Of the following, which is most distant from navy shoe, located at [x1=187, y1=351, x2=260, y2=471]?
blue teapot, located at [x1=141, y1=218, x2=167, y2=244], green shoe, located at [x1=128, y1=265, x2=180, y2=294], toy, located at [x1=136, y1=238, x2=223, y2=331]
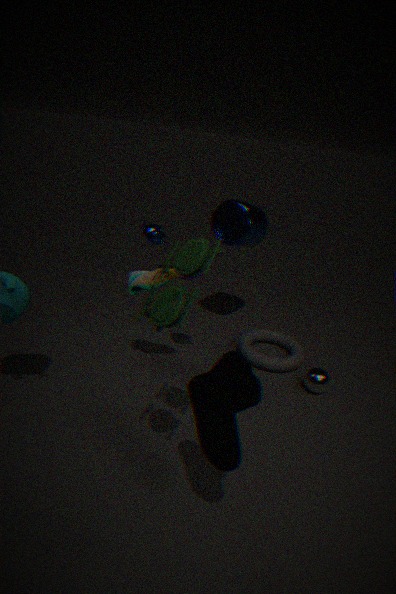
blue teapot, located at [x1=141, y1=218, x2=167, y2=244]
